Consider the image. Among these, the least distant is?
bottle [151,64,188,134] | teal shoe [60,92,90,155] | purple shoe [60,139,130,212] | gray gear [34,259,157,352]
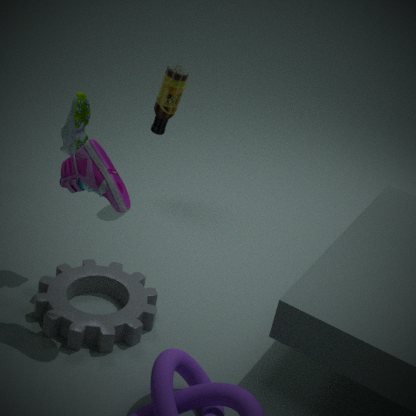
purple shoe [60,139,130,212]
